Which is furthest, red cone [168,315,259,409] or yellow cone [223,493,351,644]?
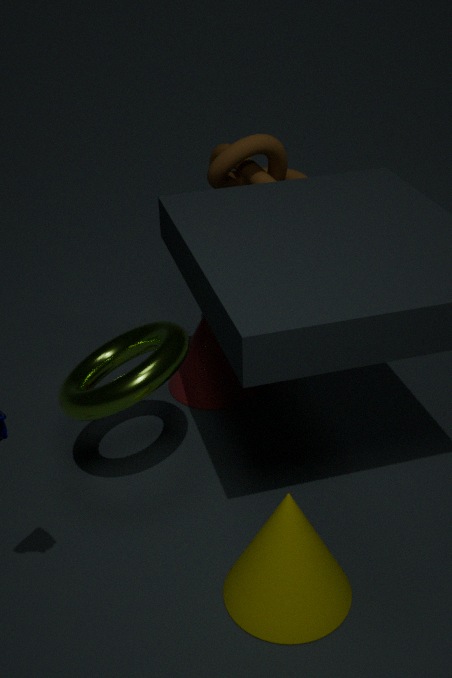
red cone [168,315,259,409]
